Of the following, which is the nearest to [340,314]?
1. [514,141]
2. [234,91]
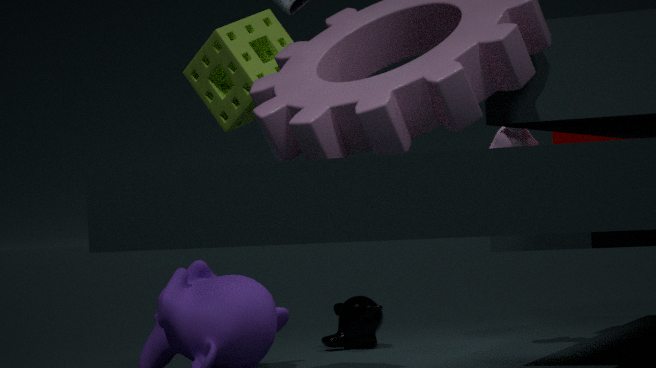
[514,141]
